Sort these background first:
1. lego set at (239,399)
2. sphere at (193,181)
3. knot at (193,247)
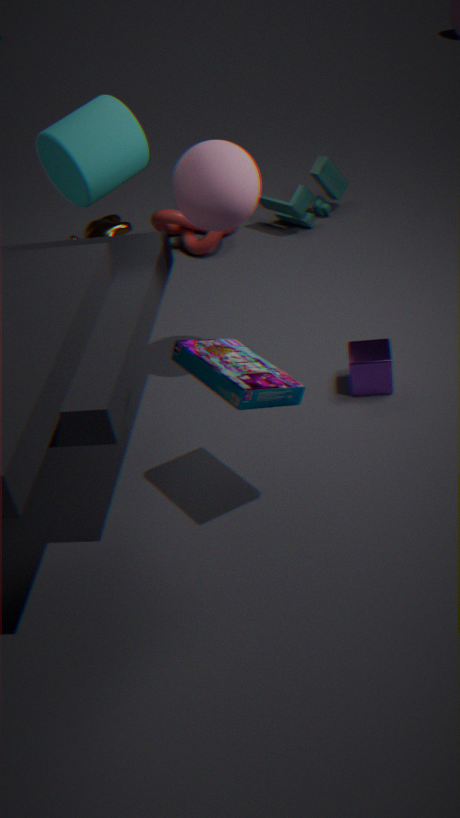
knot at (193,247), sphere at (193,181), lego set at (239,399)
